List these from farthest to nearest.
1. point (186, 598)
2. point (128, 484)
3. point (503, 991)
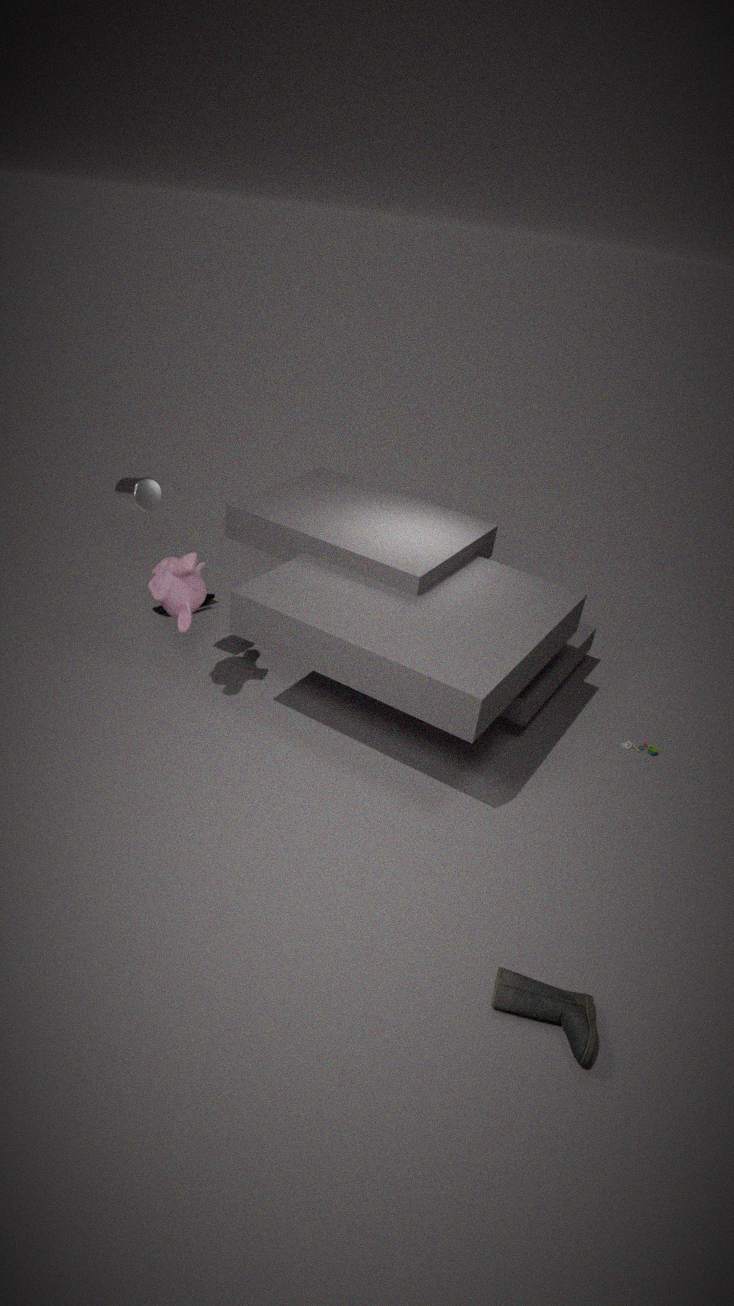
1. point (186, 598)
2. point (128, 484)
3. point (503, 991)
